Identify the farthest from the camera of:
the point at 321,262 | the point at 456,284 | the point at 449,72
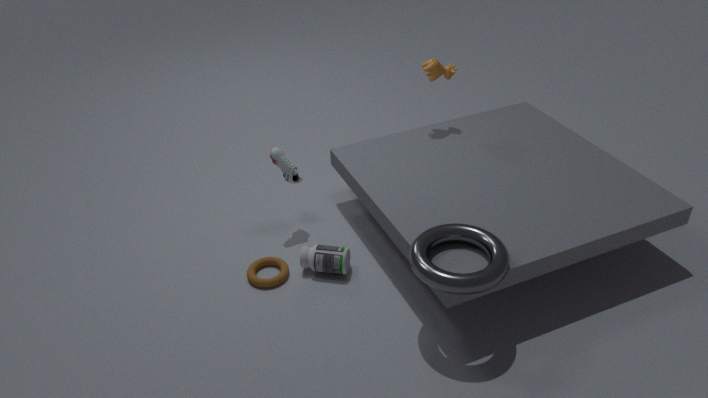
the point at 449,72
